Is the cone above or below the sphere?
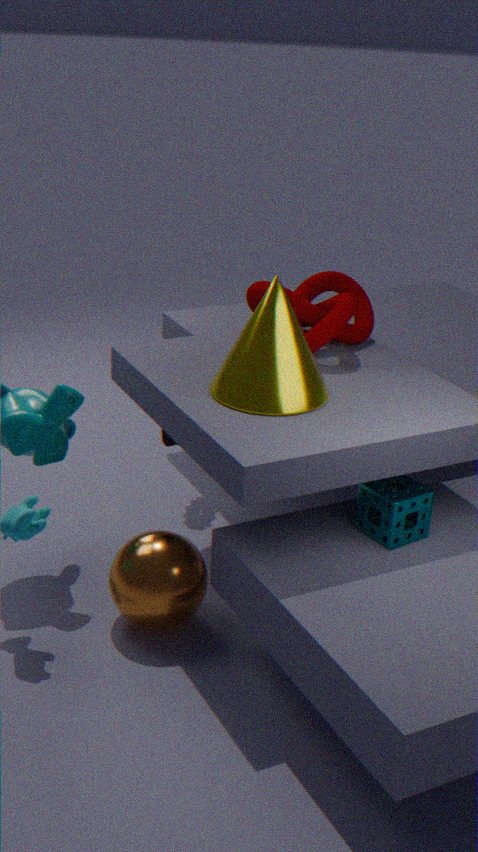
above
